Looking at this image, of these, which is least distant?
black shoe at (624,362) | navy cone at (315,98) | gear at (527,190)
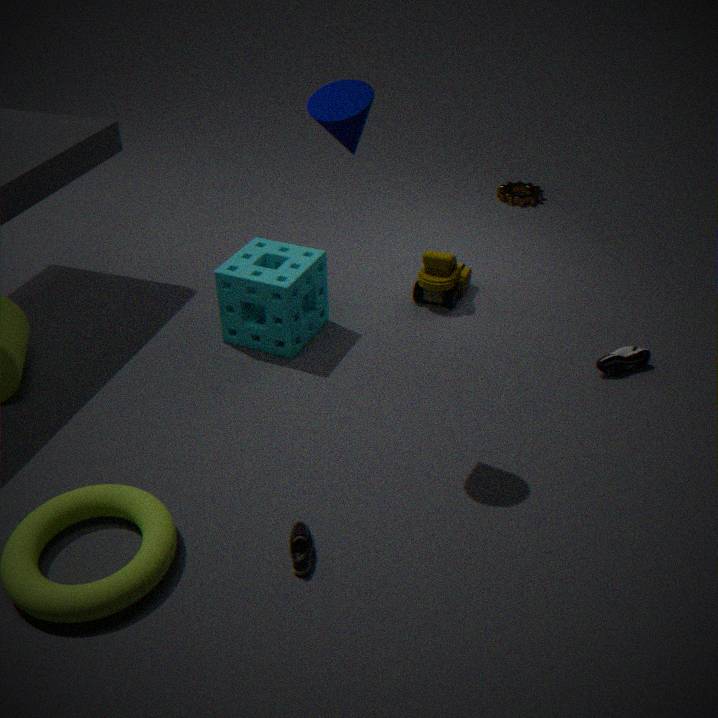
navy cone at (315,98)
